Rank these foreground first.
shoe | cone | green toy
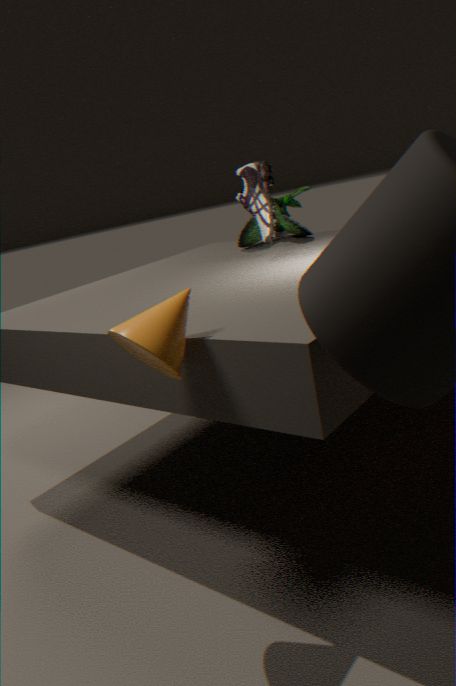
1. cone
2. shoe
3. green toy
